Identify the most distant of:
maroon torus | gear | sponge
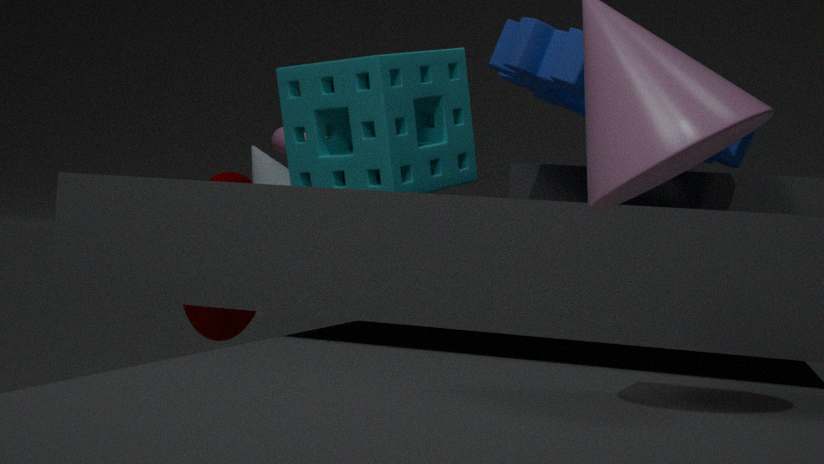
maroon torus
